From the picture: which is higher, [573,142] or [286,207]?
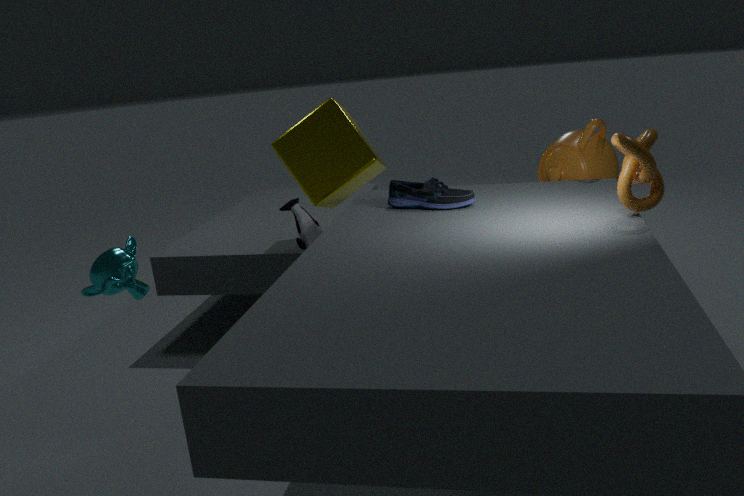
[573,142]
